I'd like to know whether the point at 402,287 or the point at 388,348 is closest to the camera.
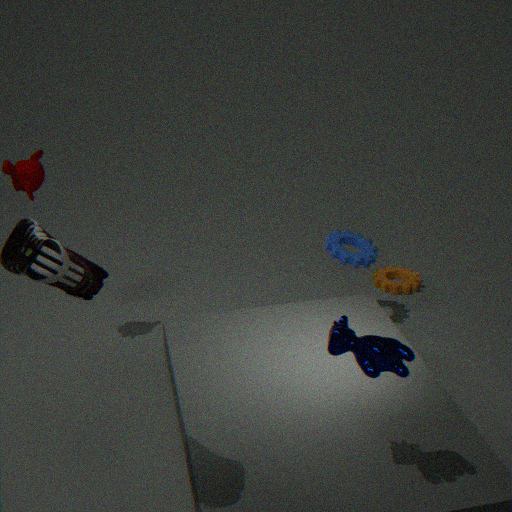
the point at 388,348
